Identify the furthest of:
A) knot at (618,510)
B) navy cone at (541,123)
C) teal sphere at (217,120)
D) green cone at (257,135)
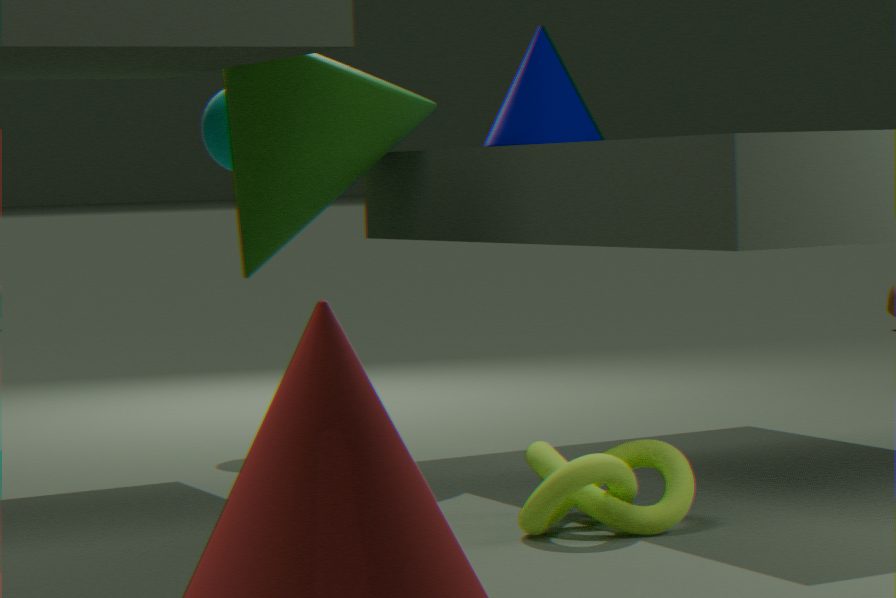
teal sphere at (217,120)
